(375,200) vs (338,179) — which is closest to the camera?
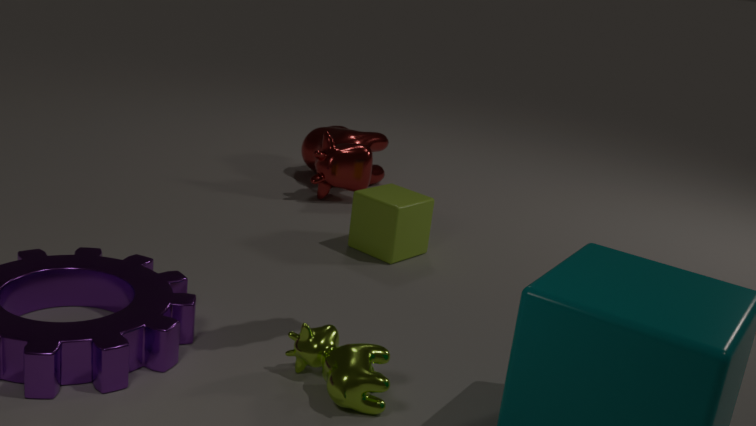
(375,200)
